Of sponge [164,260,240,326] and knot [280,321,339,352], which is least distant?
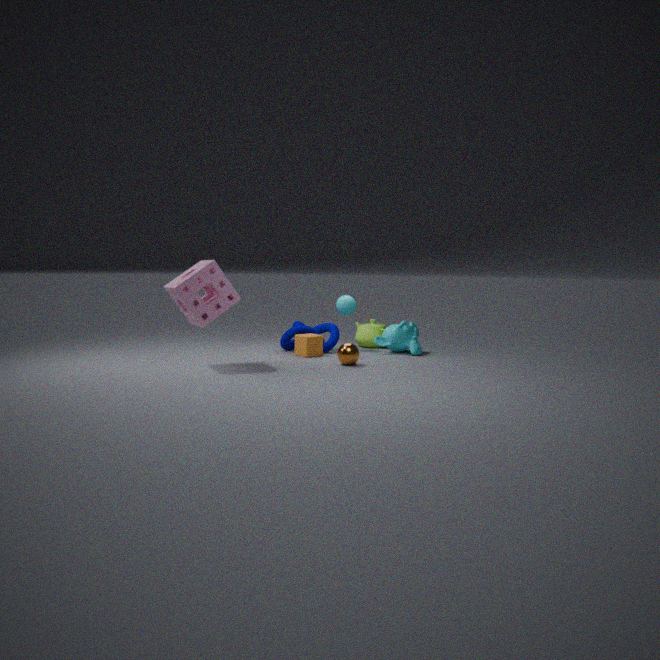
sponge [164,260,240,326]
